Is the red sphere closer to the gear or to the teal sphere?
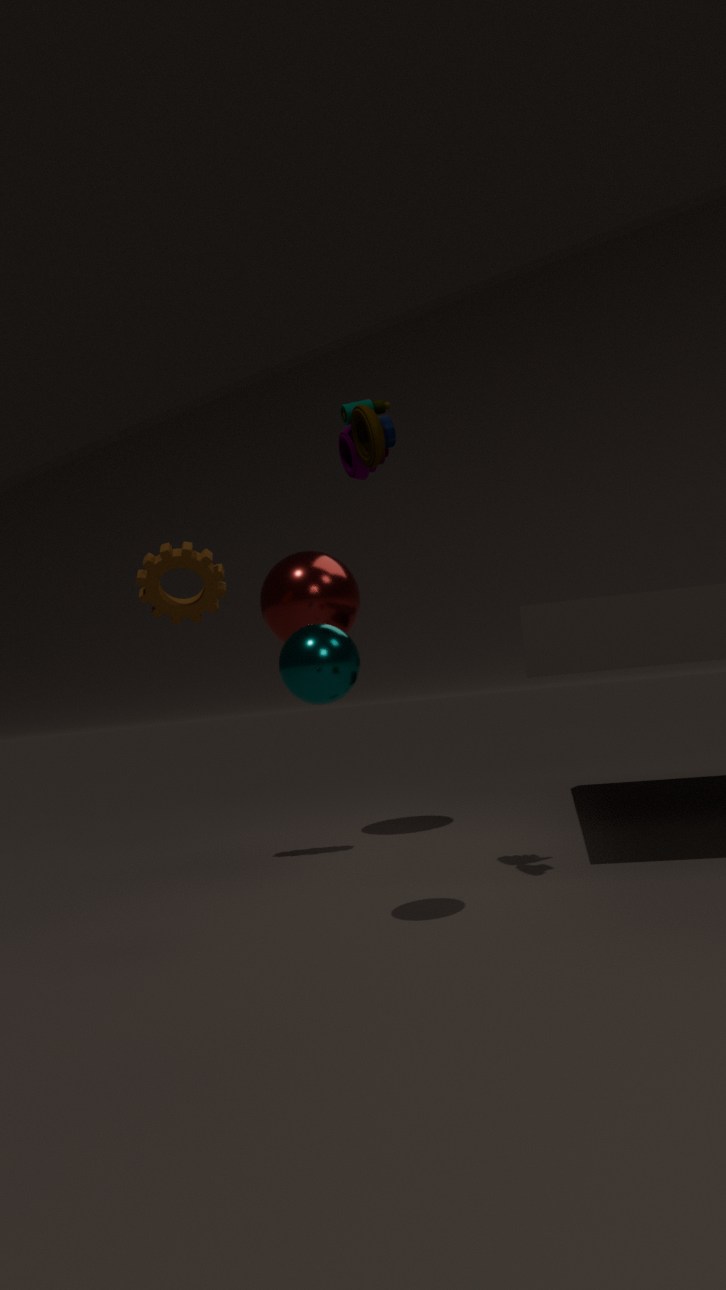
the gear
